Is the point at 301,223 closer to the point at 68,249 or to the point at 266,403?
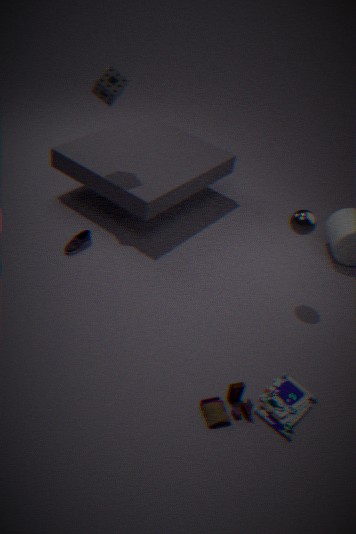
the point at 266,403
